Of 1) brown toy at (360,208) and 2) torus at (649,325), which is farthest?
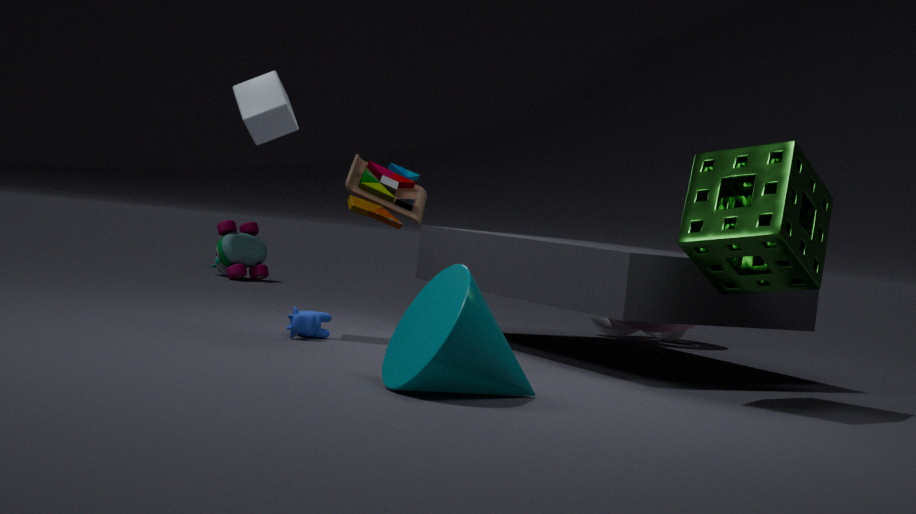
2. torus at (649,325)
